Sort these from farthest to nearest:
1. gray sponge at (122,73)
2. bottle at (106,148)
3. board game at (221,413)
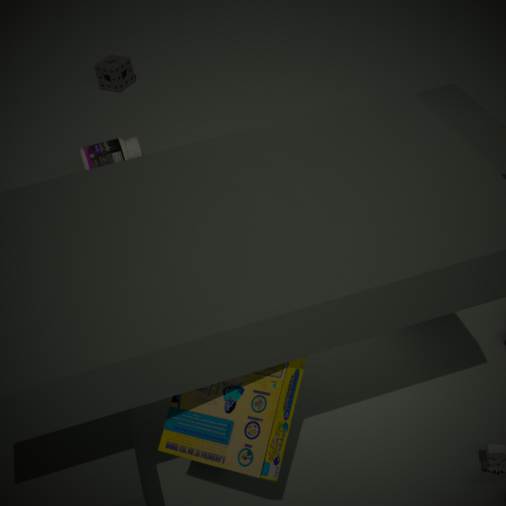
gray sponge at (122,73), bottle at (106,148), board game at (221,413)
